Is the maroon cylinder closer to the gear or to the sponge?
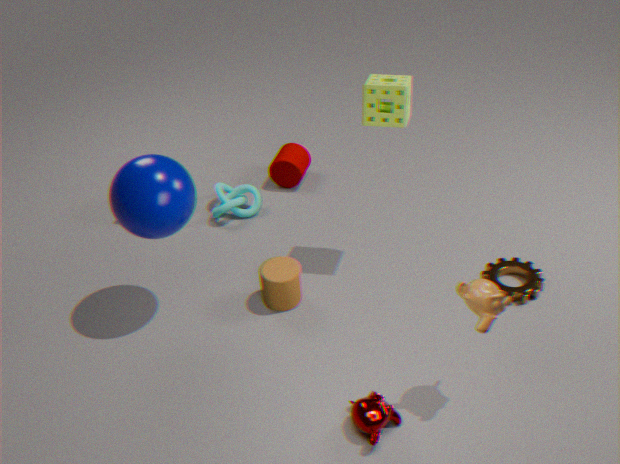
the sponge
